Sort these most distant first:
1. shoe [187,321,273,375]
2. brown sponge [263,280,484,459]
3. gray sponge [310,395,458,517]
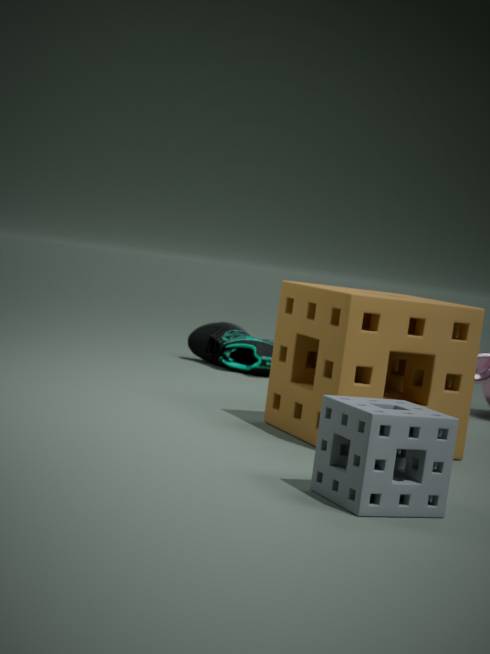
shoe [187,321,273,375] < brown sponge [263,280,484,459] < gray sponge [310,395,458,517]
